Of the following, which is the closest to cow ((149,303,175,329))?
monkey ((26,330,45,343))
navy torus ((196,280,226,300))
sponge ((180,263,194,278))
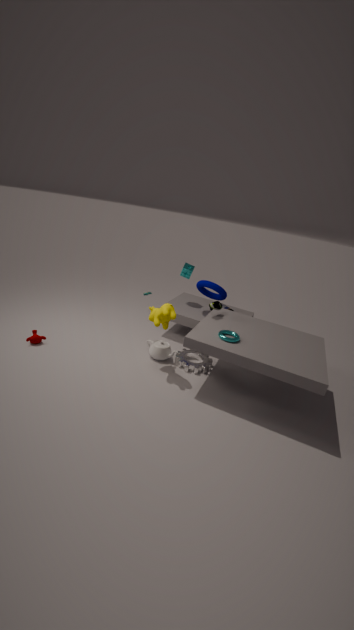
navy torus ((196,280,226,300))
